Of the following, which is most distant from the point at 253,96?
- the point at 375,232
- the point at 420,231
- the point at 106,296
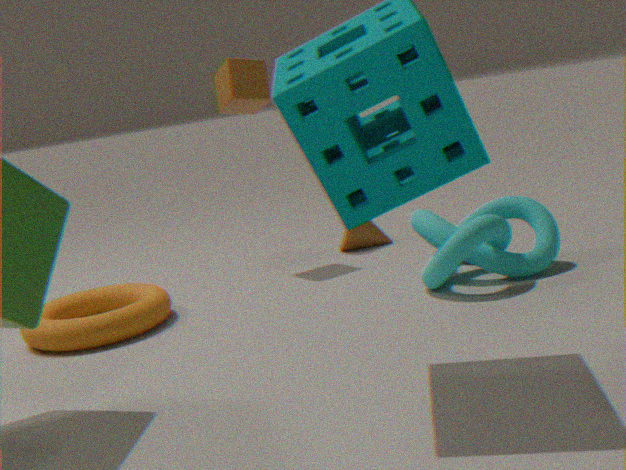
the point at 420,231
